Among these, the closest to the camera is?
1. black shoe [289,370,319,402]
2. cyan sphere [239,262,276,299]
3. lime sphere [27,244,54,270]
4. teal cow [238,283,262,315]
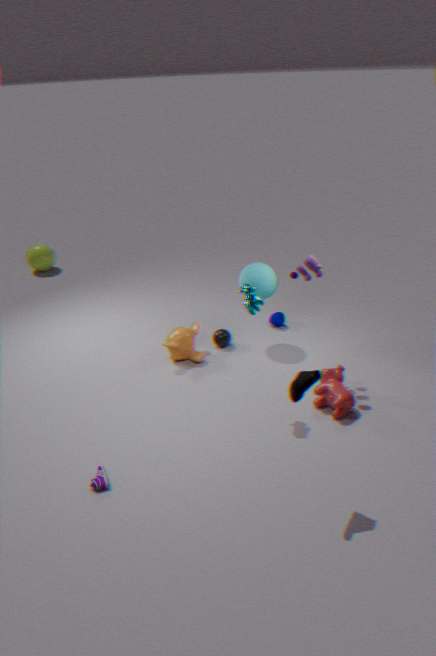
black shoe [289,370,319,402]
